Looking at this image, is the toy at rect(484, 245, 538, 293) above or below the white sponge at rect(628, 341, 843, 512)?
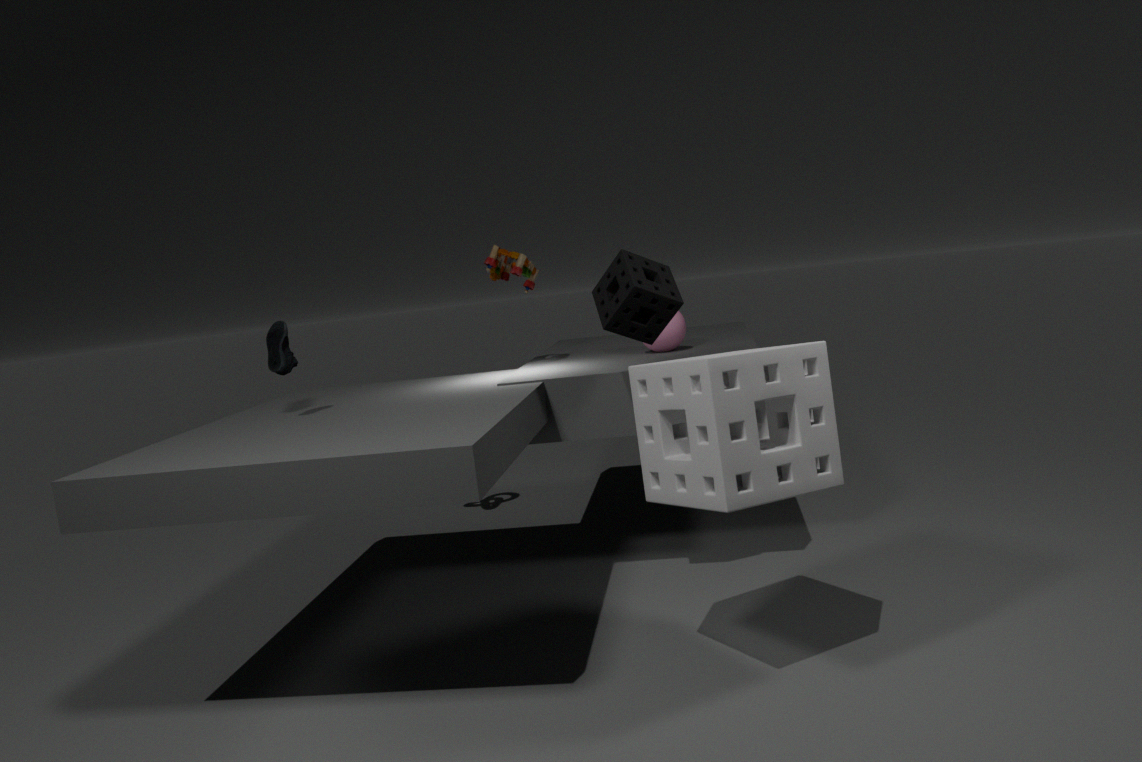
above
